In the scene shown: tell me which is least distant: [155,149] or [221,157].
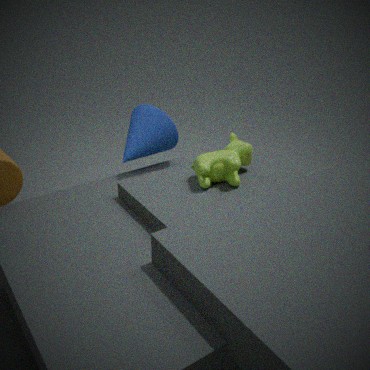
[221,157]
